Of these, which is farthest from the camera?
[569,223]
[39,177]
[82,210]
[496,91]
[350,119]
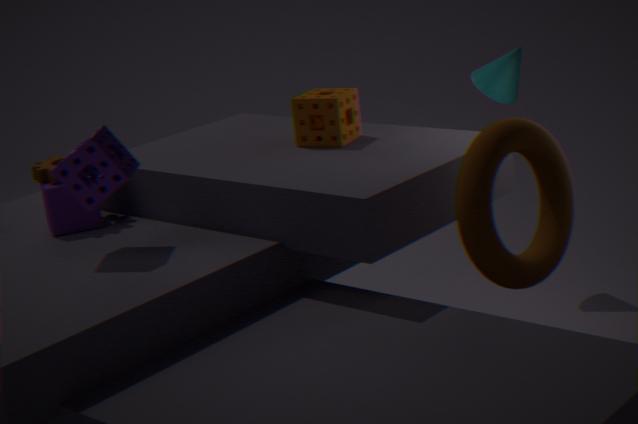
[496,91]
